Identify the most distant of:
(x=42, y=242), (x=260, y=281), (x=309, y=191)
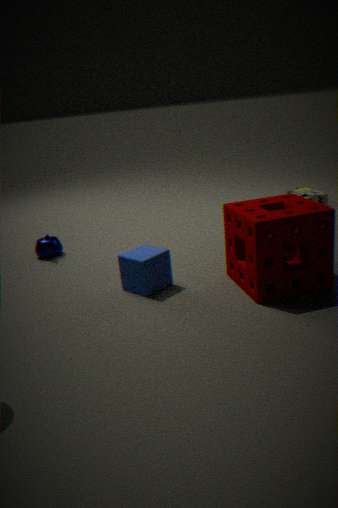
(x=309, y=191)
